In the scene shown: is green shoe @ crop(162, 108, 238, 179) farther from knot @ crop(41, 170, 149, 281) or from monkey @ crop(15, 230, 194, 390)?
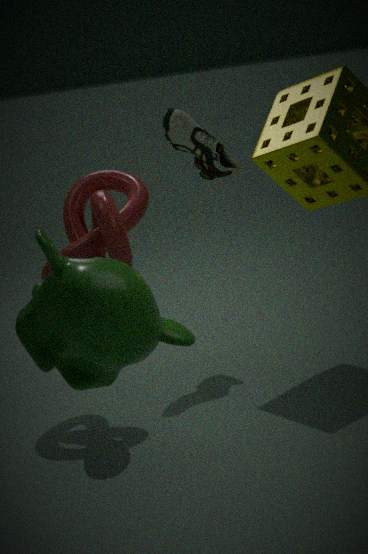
monkey @ crop(15, 230, 194, 390)
